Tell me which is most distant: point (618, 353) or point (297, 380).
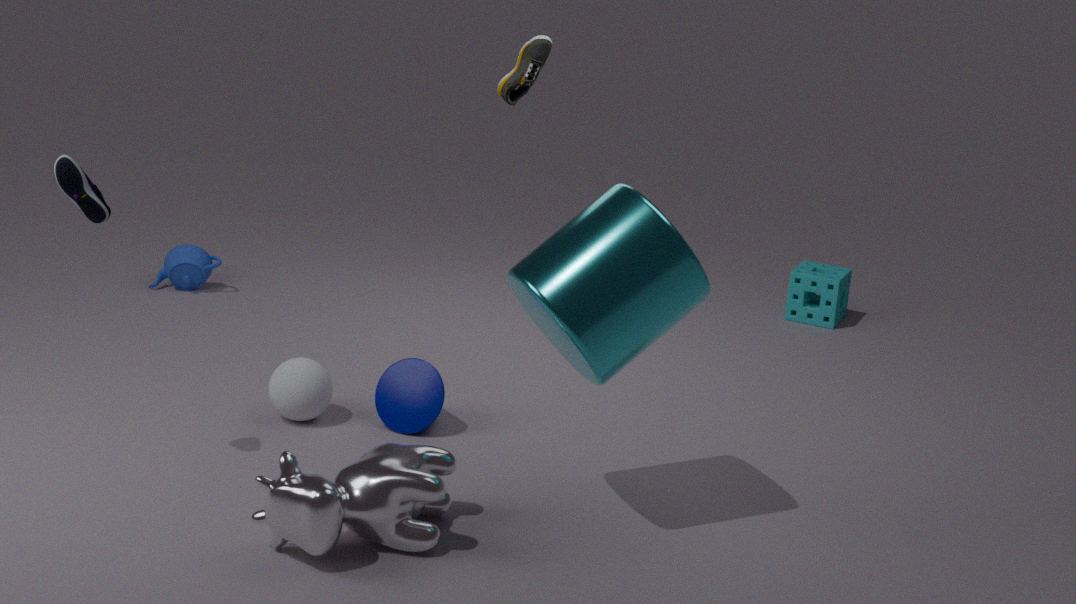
point (297, 380)
